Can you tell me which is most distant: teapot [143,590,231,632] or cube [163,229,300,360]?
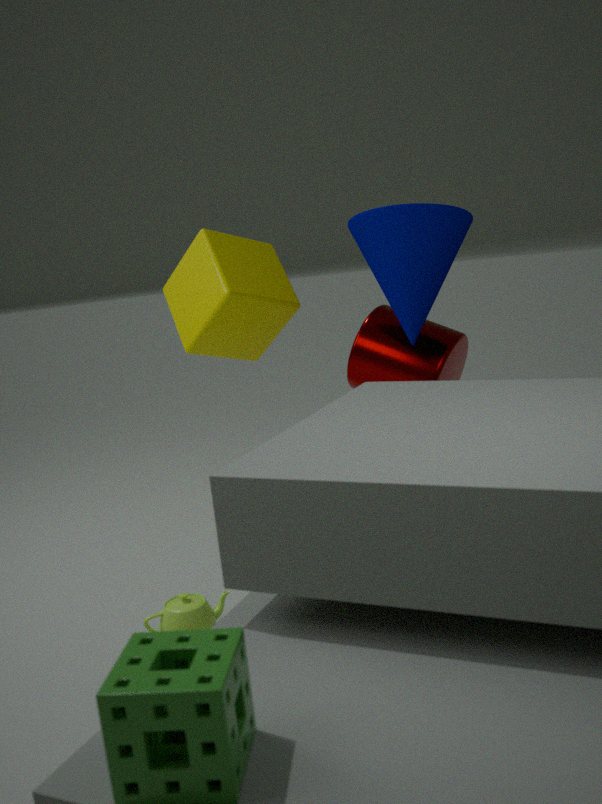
cube [163,229,300,360]
